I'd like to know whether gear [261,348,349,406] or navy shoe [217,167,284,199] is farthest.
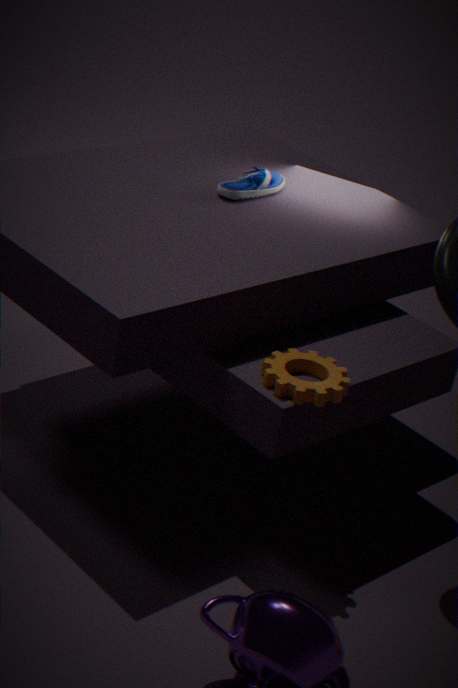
navy shoe [217,167,284,199]
